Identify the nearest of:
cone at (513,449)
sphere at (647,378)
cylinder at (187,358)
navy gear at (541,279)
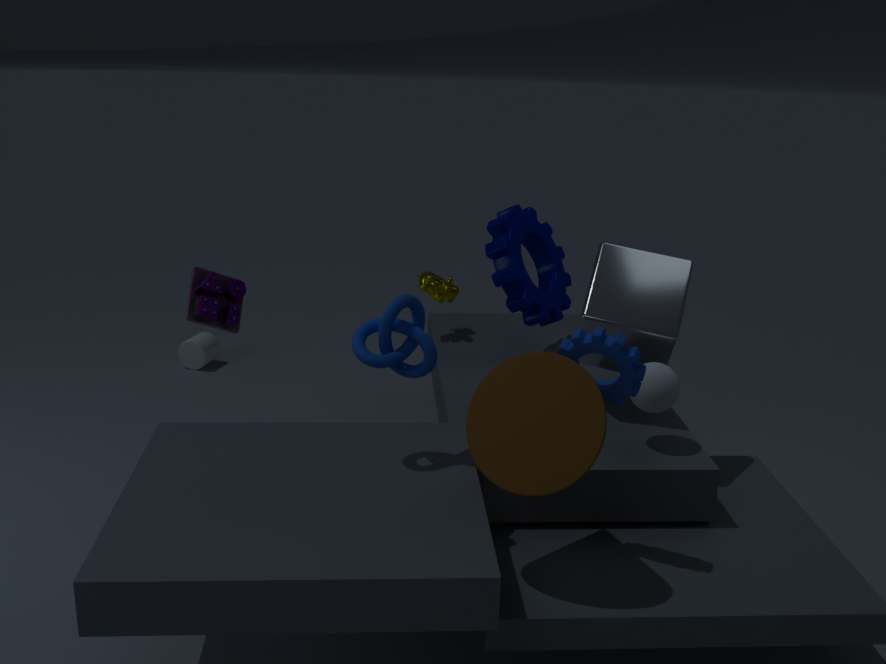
cone at (513,449)
